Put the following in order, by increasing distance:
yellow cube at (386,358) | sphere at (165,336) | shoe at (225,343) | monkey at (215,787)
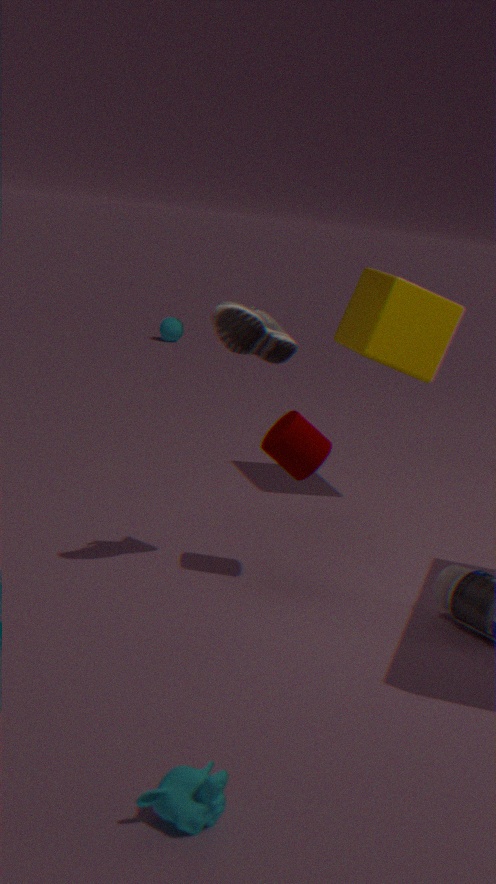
1. monkey at (215,787)
2. shoe at (225,343)
3. yellow cube at (386,358)
4. sphere at (165,336)
